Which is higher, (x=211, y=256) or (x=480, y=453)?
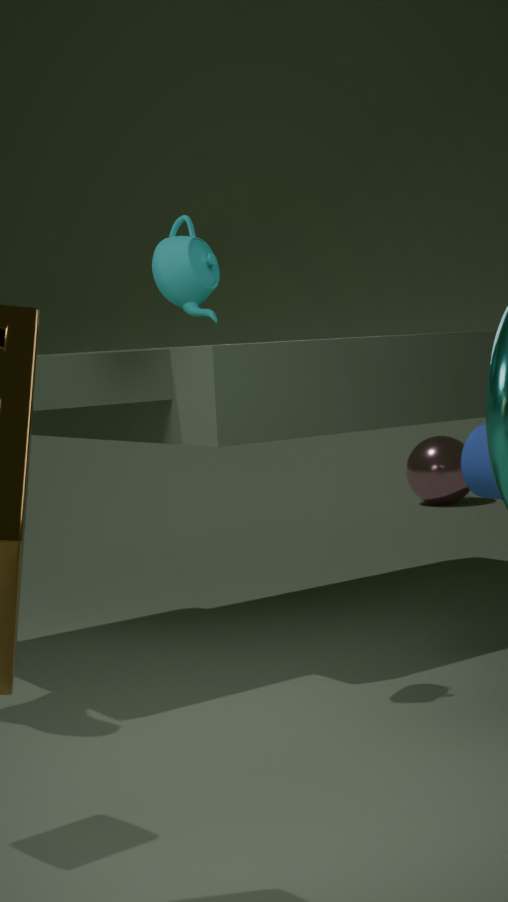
(x=211, y=256)
